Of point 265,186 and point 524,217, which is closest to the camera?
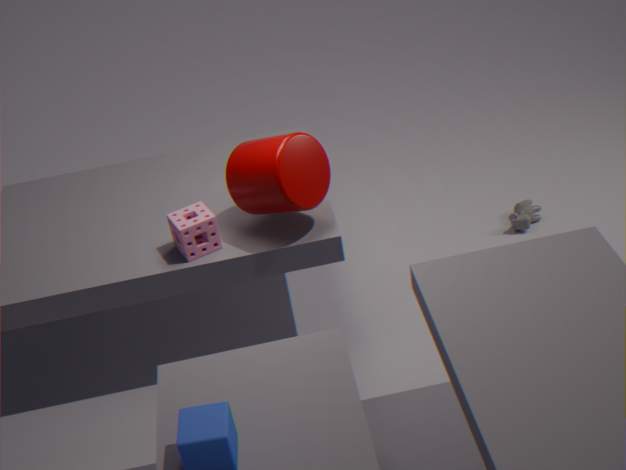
point 265,186
